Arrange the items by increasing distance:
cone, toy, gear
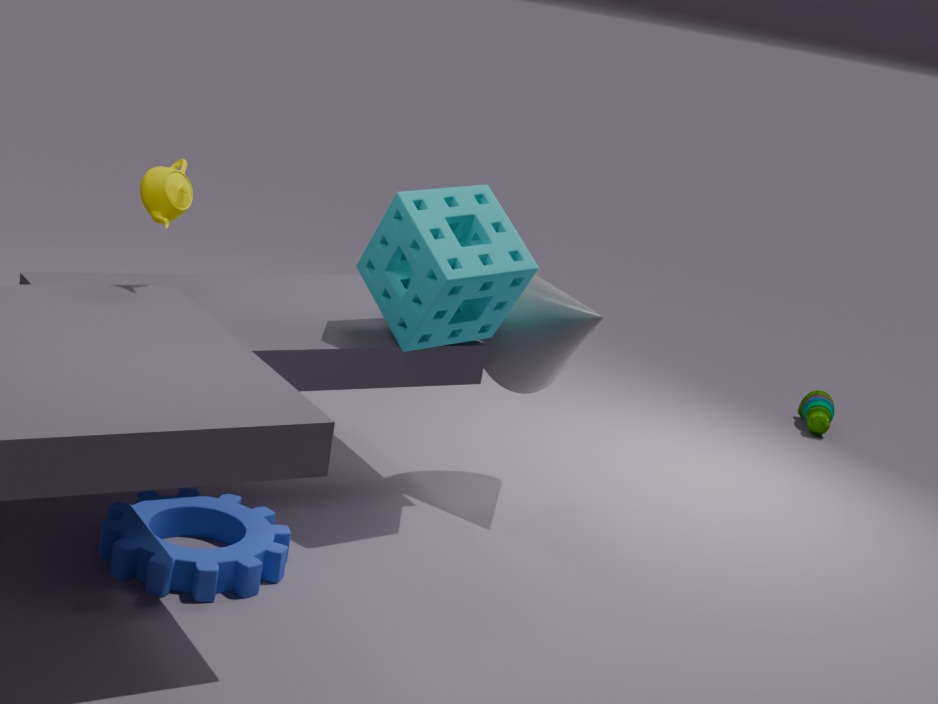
gear
cone
toy
